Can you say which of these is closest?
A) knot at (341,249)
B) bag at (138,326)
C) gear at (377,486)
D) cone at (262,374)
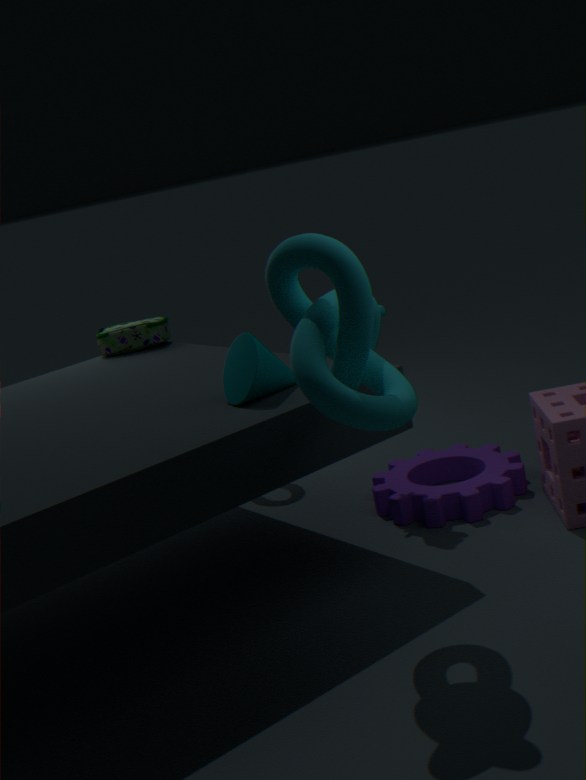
knot at (341,249)
